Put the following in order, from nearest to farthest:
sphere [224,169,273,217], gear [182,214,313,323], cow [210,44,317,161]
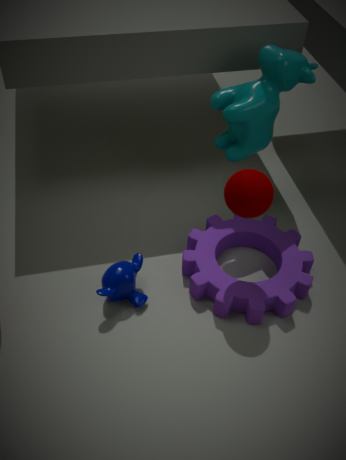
1. sphere [224,169,273,217]
2. gear [182,214,313,323]
3. cow [210,44,317,161]
